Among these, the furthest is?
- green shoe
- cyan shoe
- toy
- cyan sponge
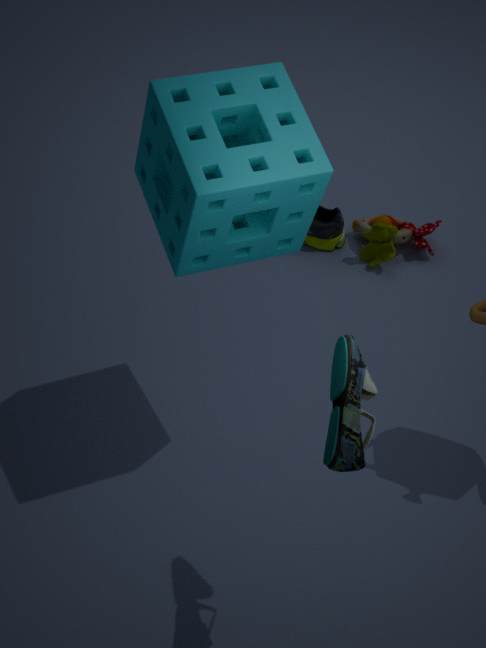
green shoe
